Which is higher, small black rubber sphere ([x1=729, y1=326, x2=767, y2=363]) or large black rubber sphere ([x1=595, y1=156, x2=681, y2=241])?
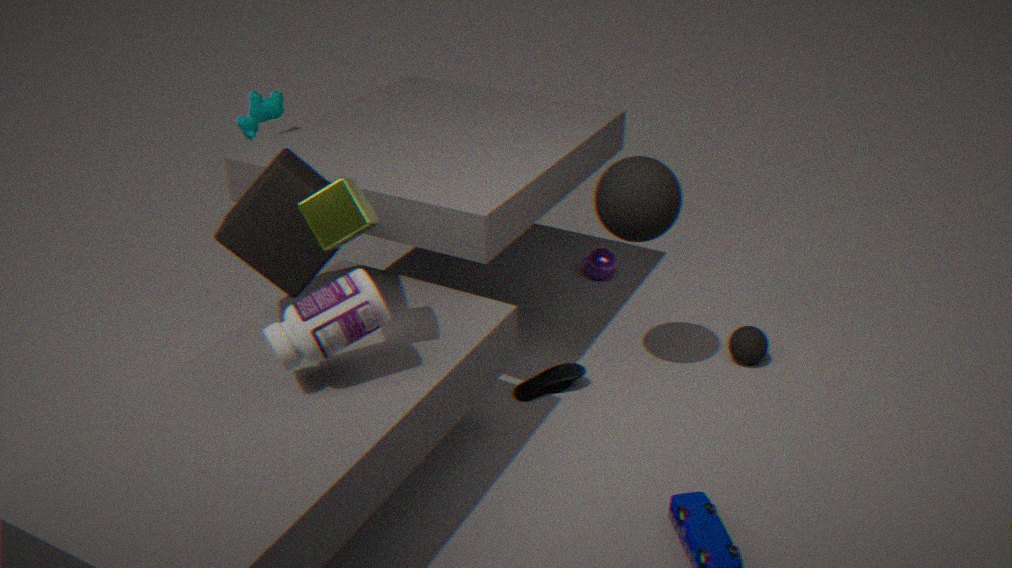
large black rubber sphere ([x1=595, y1=156, x2=681, y2=241])
